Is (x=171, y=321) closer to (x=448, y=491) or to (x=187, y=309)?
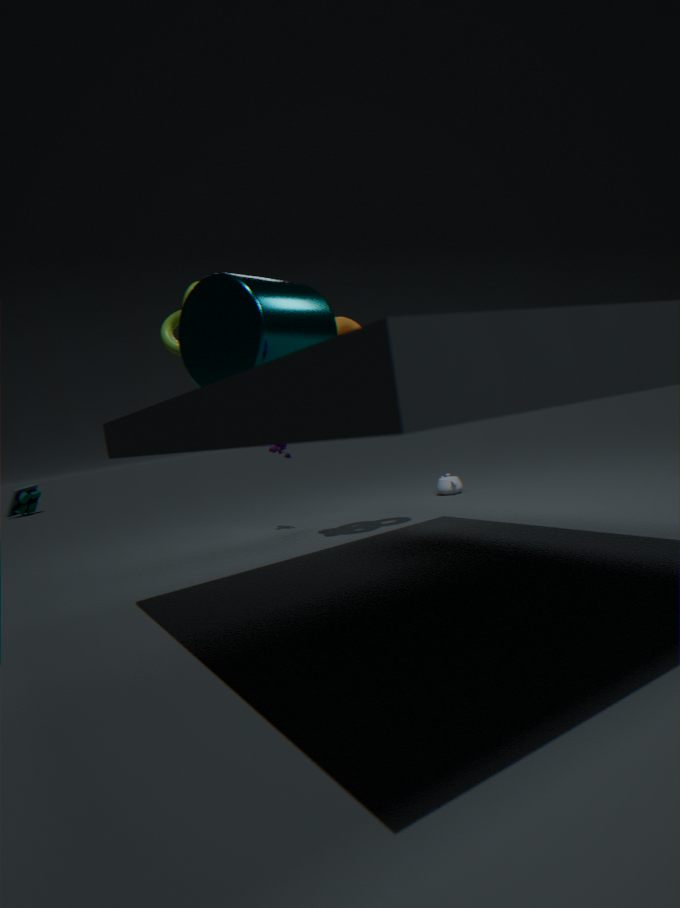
(x=187, y=309)
